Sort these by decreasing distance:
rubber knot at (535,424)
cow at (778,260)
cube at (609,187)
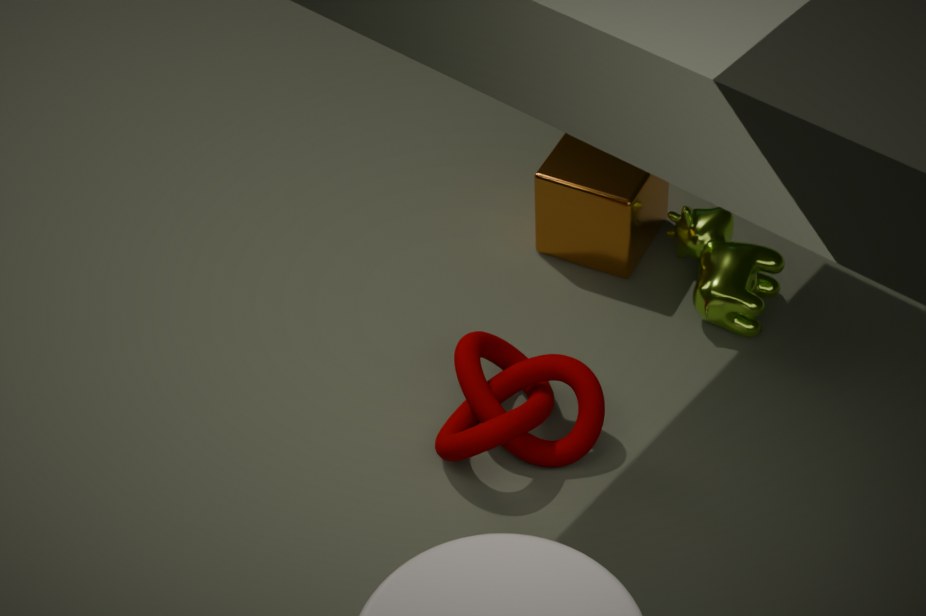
cube at (609,187)
cow at (778,260)
rubber knot at (535,424)
